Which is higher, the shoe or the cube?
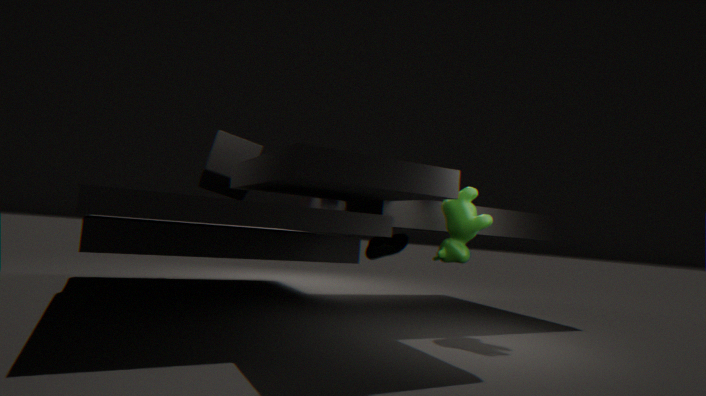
the cube
